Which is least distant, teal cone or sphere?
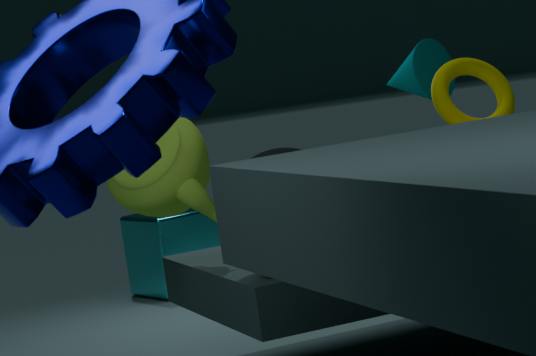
sphere
